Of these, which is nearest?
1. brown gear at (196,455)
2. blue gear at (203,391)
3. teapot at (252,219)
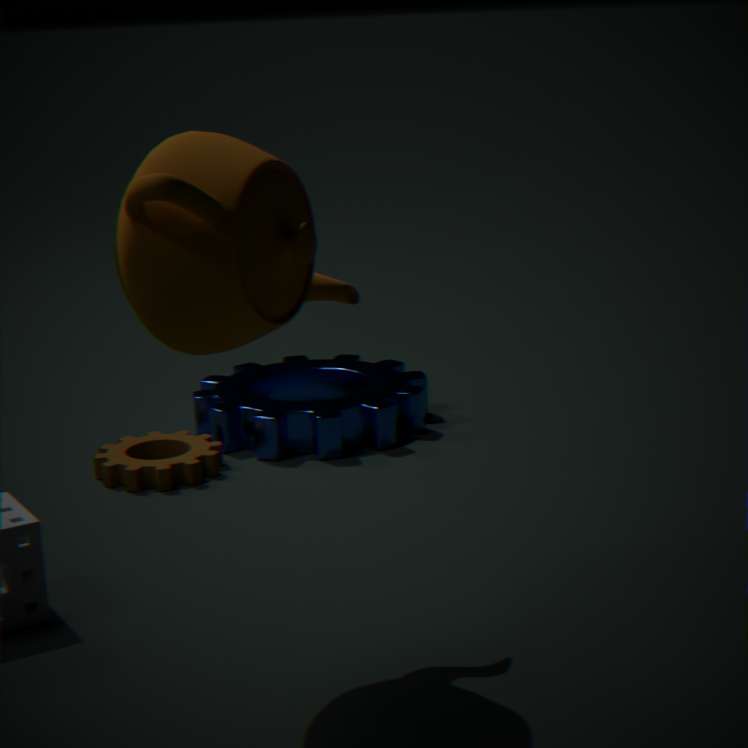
teapot at (252,219)
